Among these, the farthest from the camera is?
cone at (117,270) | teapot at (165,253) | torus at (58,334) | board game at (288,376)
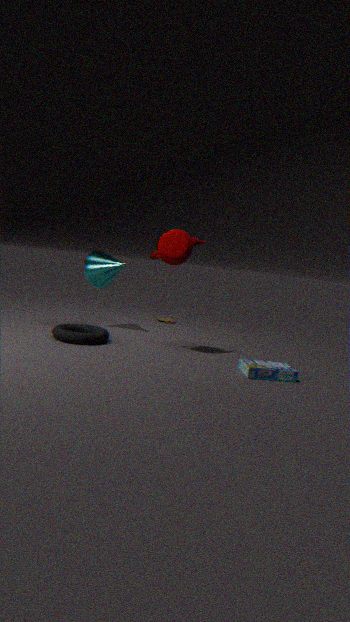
cone at (117,270)
